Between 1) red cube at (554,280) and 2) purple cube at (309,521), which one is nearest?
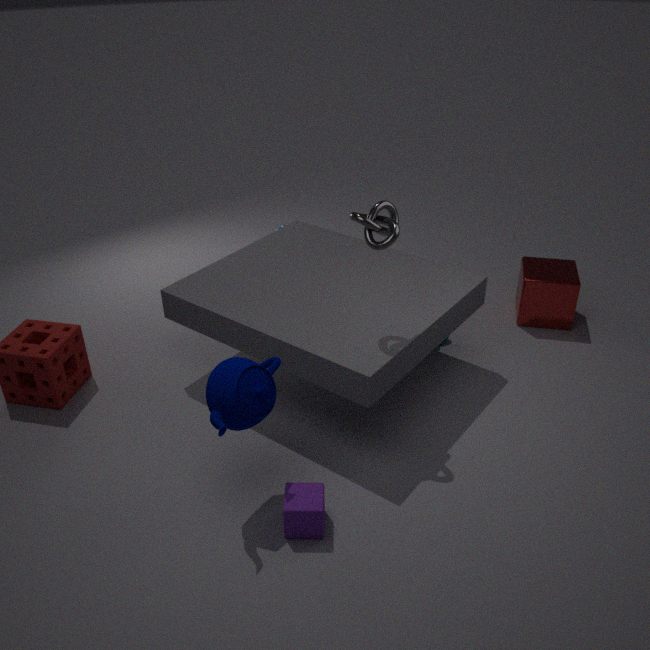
2. purple cube at (309,521)
